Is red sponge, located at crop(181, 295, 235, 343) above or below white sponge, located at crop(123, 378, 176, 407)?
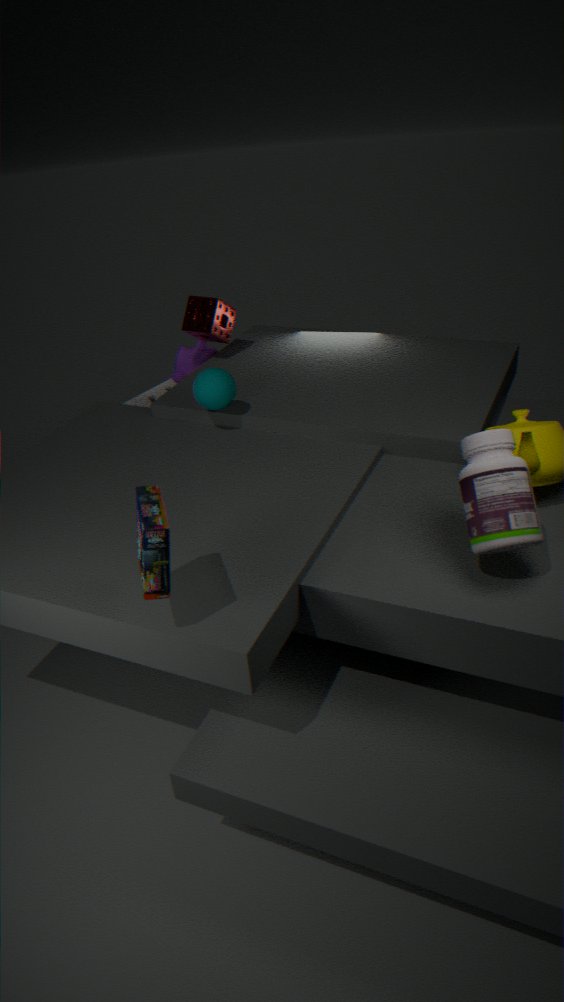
above
